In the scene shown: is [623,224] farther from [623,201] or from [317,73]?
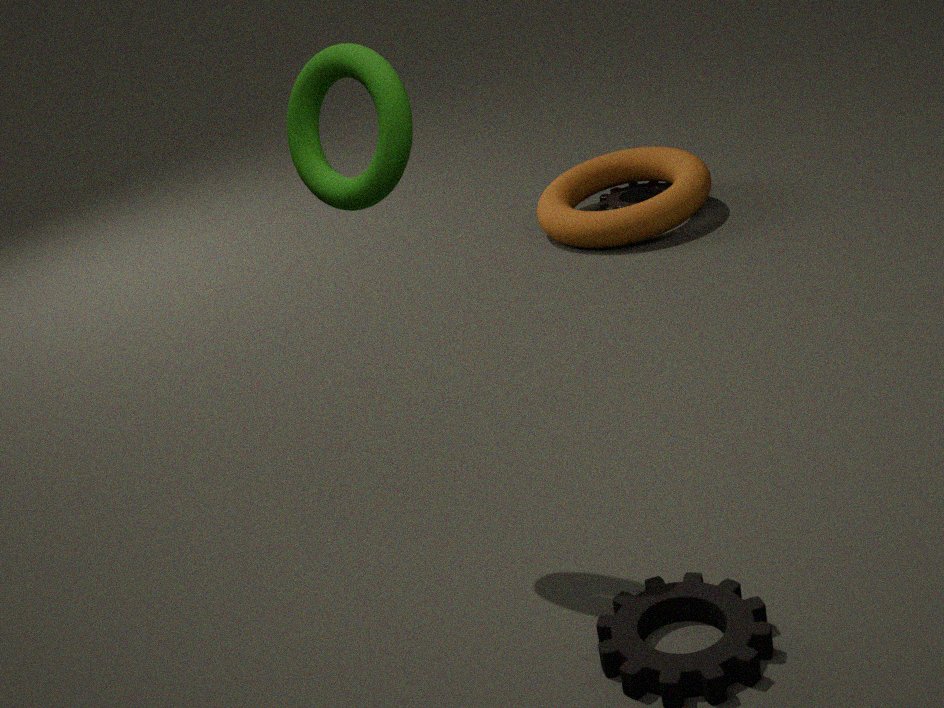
[317,73]
